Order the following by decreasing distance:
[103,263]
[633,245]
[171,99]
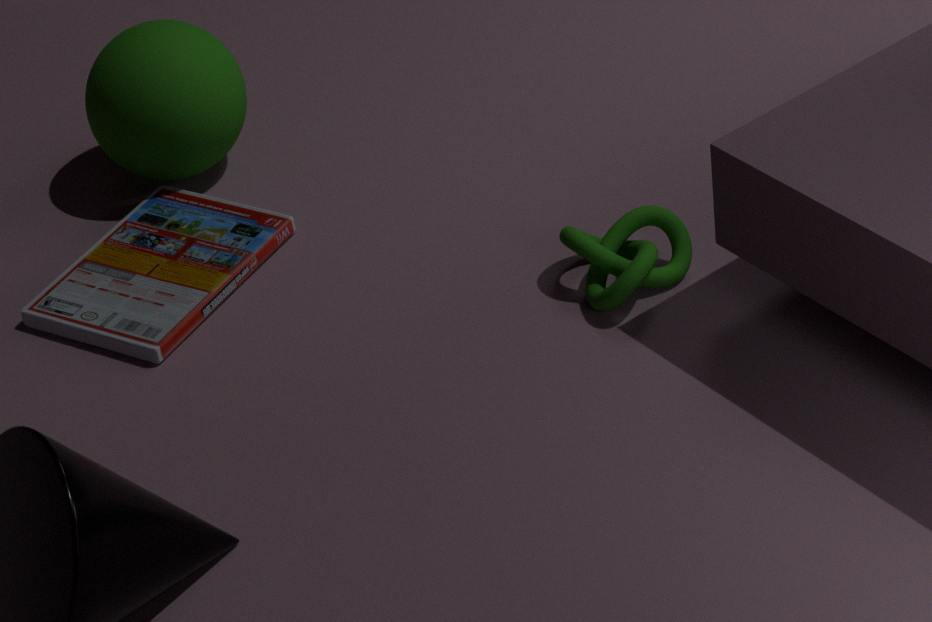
1. [171,99]
2. [103,263]
3. [633,245]
